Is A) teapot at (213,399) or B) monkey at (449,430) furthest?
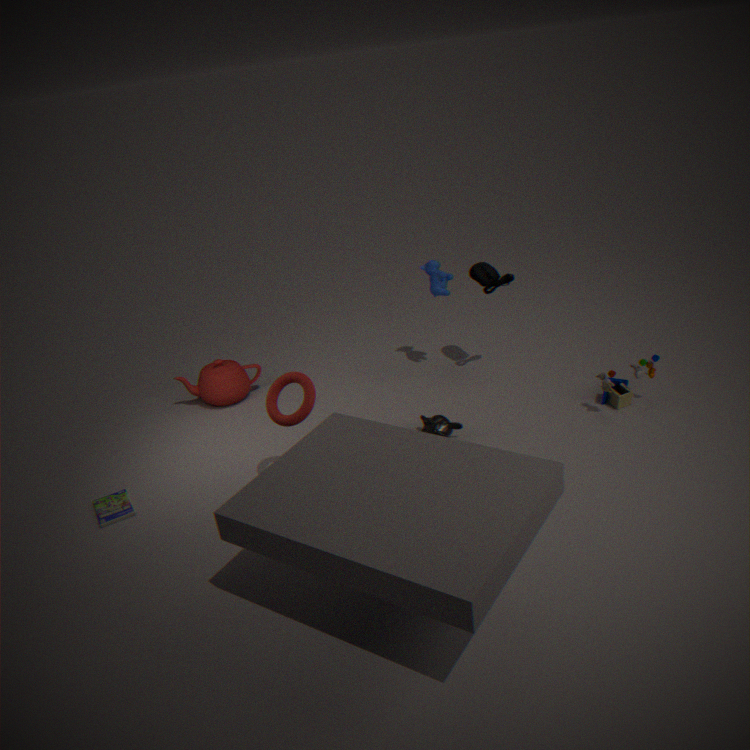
A. teapot at (213,399)
